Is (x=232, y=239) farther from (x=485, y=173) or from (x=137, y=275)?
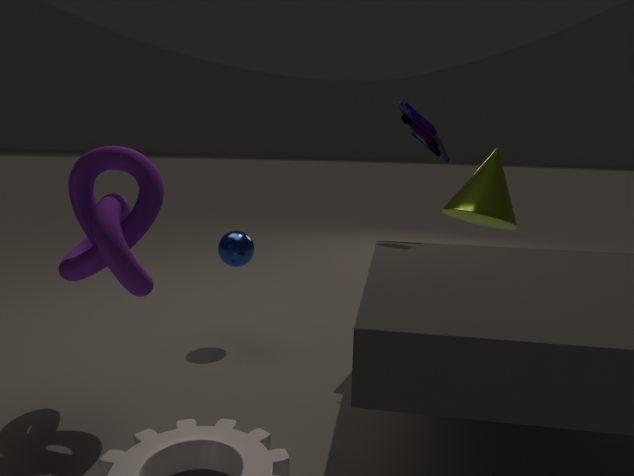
(x=485, y=173)
